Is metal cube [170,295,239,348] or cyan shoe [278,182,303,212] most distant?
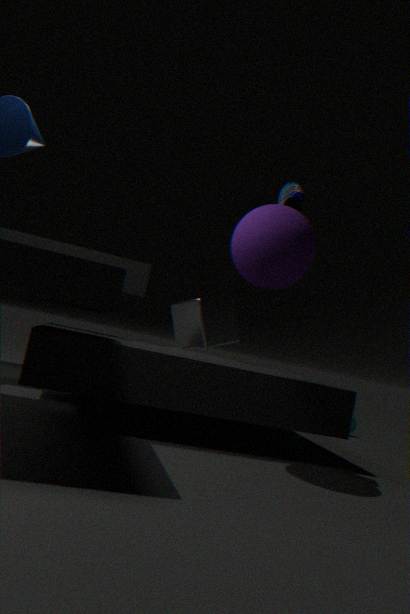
metal cube [170,295,239,348]
